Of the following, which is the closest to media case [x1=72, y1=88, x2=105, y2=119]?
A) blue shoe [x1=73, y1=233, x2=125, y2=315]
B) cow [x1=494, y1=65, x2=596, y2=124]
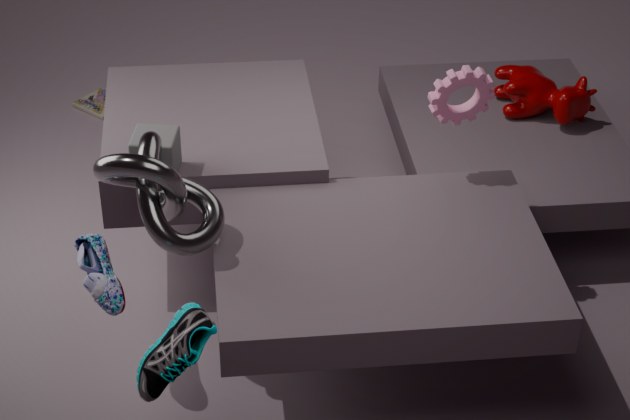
blue shoe [x1=73, y1=233, x2=125, y2=315]
